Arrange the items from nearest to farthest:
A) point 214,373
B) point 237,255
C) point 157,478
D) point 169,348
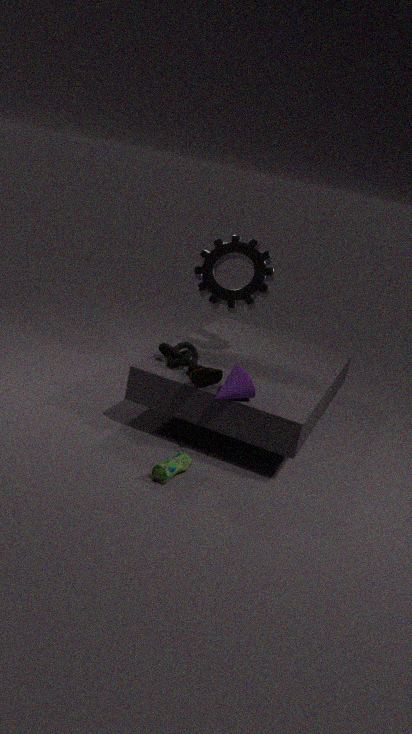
point 157,478, point 214,373, point 169,348, point 237,255
